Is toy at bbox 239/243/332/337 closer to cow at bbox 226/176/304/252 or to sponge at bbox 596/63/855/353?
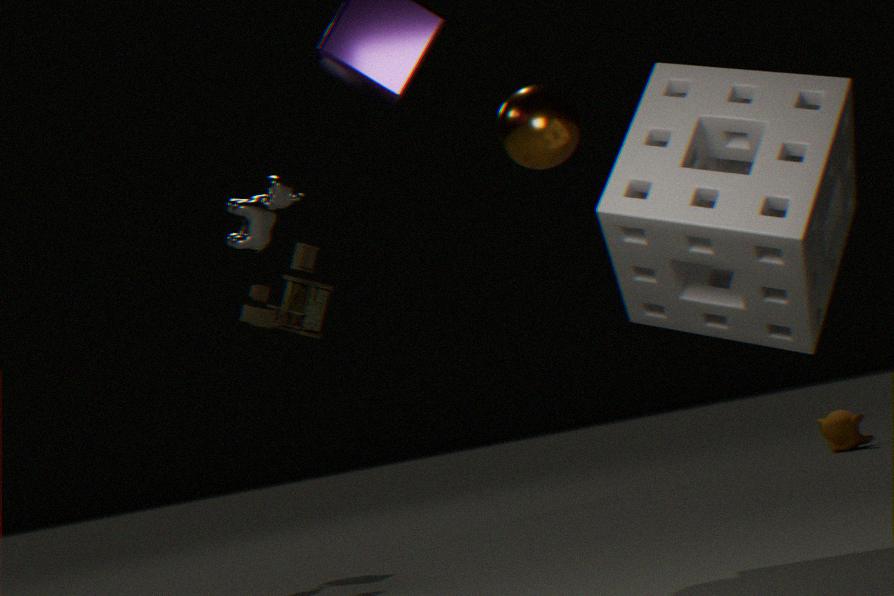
cow at bbox 226/176/304/252
